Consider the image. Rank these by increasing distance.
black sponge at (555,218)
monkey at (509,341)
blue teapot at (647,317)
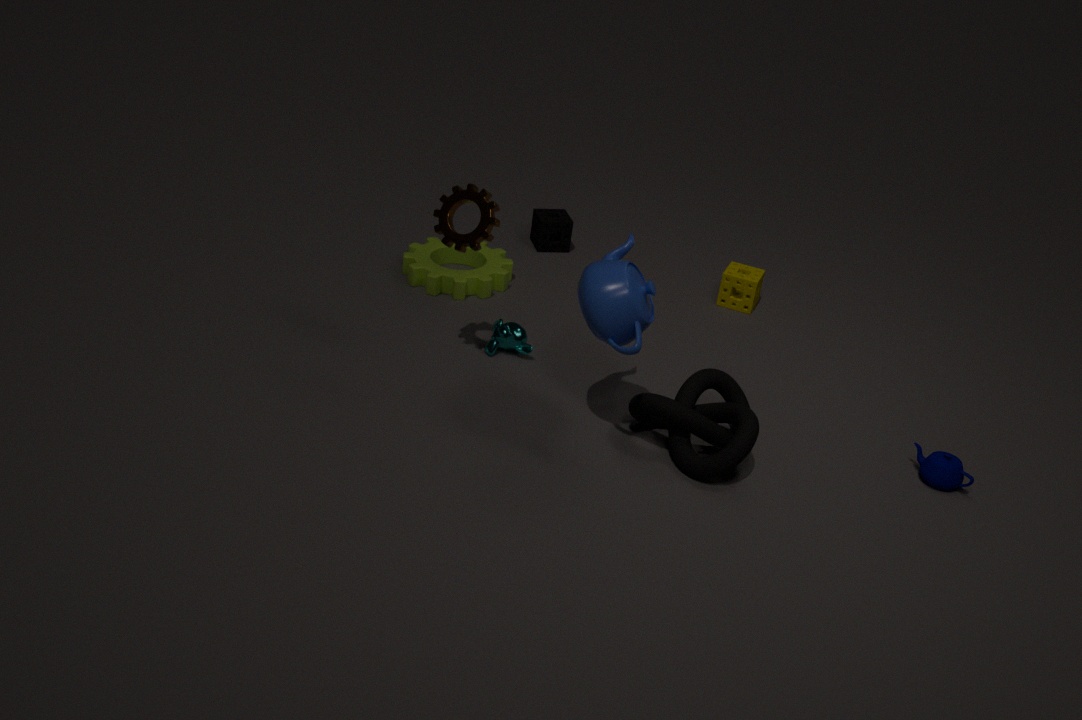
blue teapot at (647,317)
monkey at (509,341)
black sponge at (555,218)
